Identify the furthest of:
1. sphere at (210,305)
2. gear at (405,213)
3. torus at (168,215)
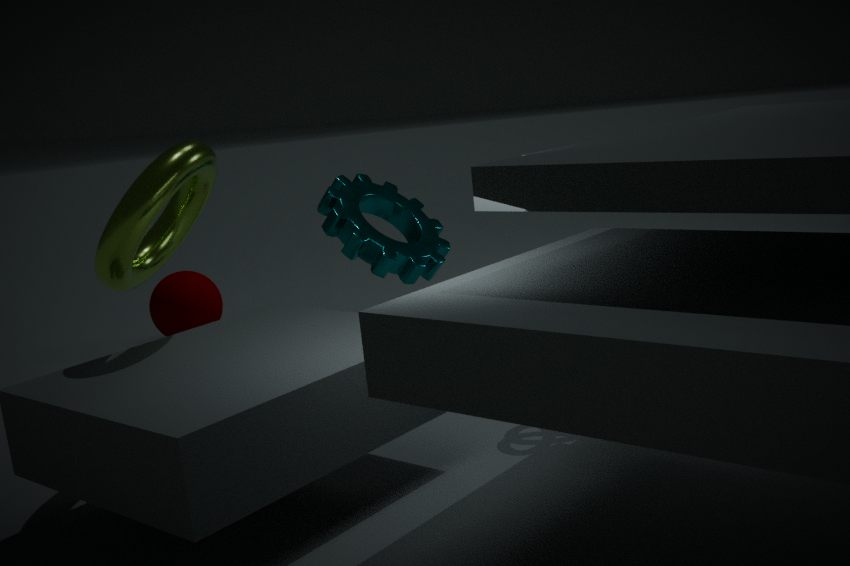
sphere at (210,305)
